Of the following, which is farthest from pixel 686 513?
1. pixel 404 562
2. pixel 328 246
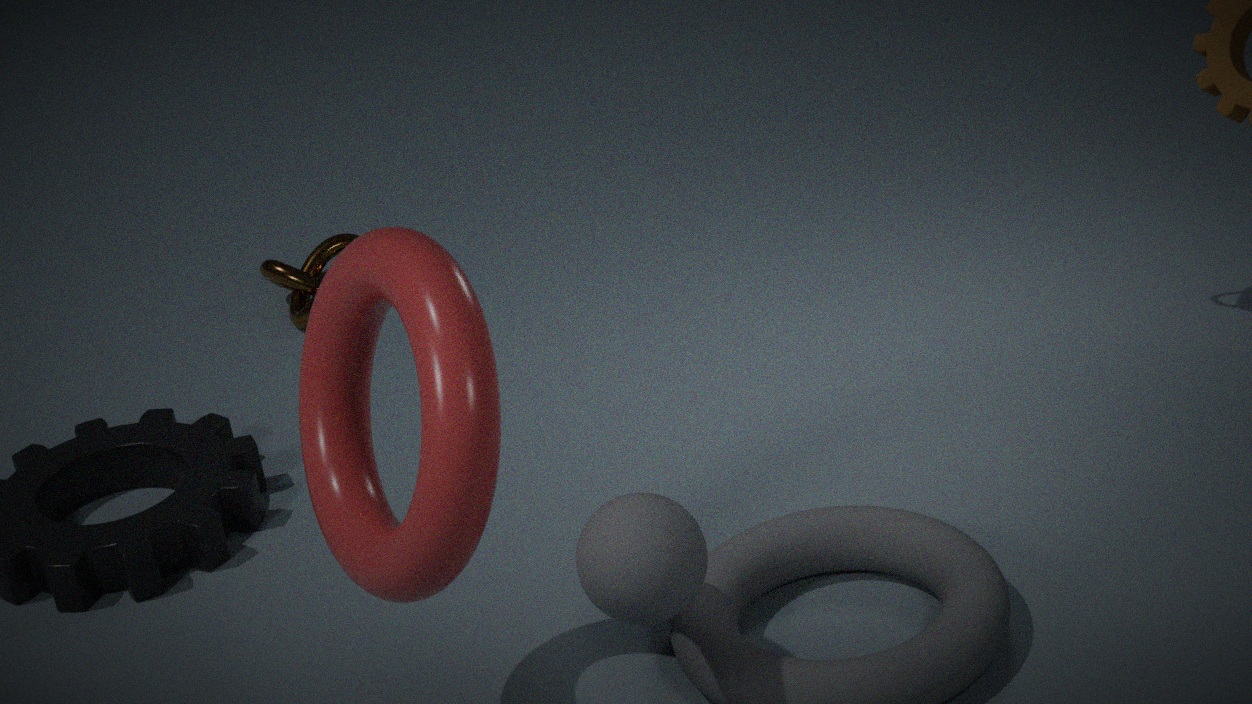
pixel 328 246
